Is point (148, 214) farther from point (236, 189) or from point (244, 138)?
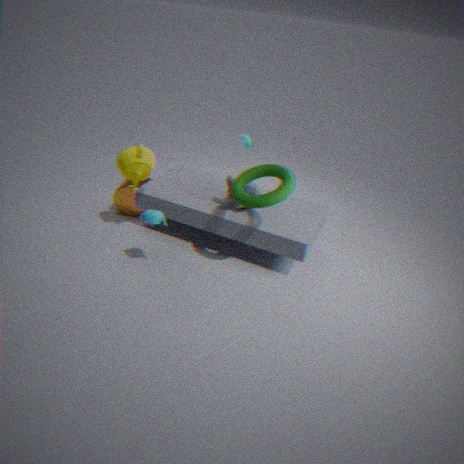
point (244, 138)
